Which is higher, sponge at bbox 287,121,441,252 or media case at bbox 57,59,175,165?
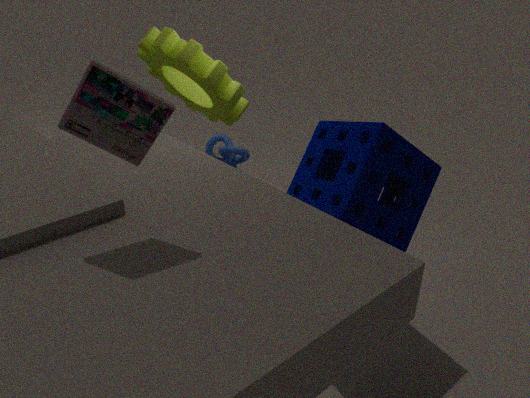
media case at bbox 57,59,175,165
